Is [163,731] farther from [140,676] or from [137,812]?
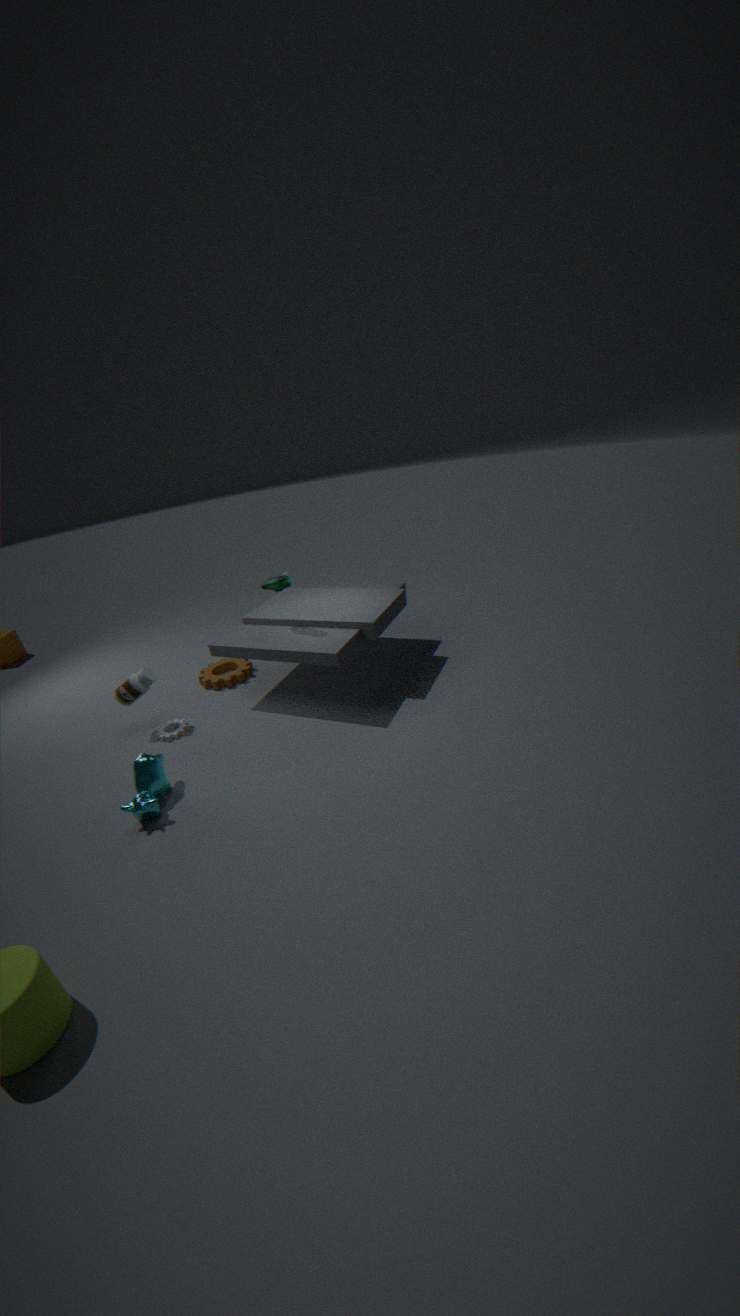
[137,812]
